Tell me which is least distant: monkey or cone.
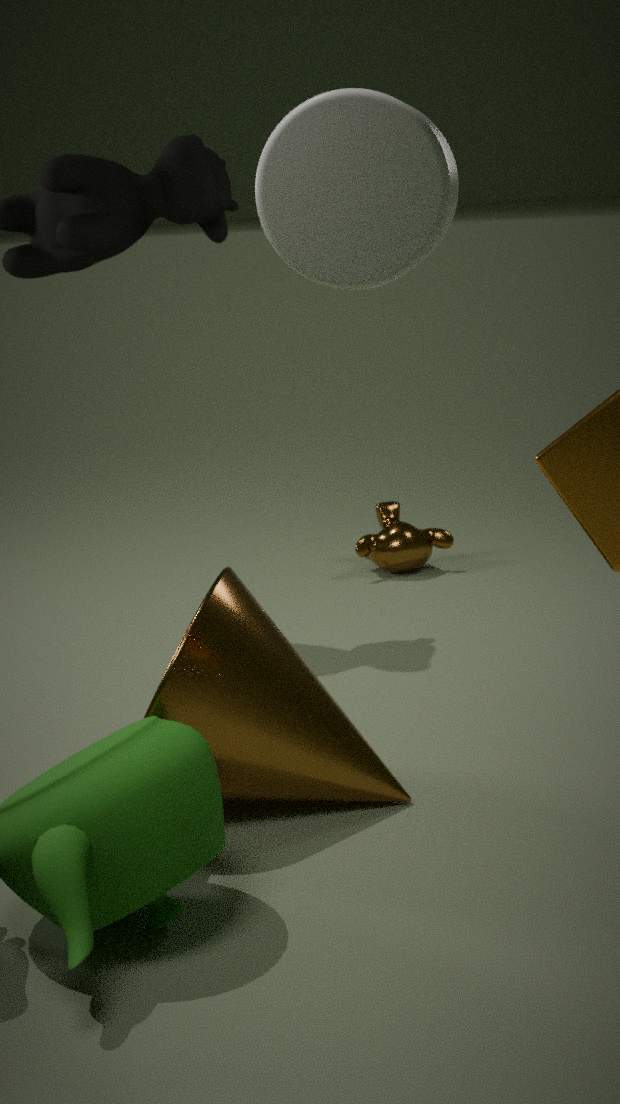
cone
